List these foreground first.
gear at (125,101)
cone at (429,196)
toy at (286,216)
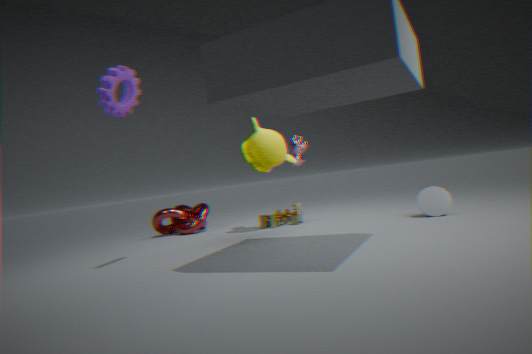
gear at (125,101)
cone at (429,196)
toy at (286,216)
